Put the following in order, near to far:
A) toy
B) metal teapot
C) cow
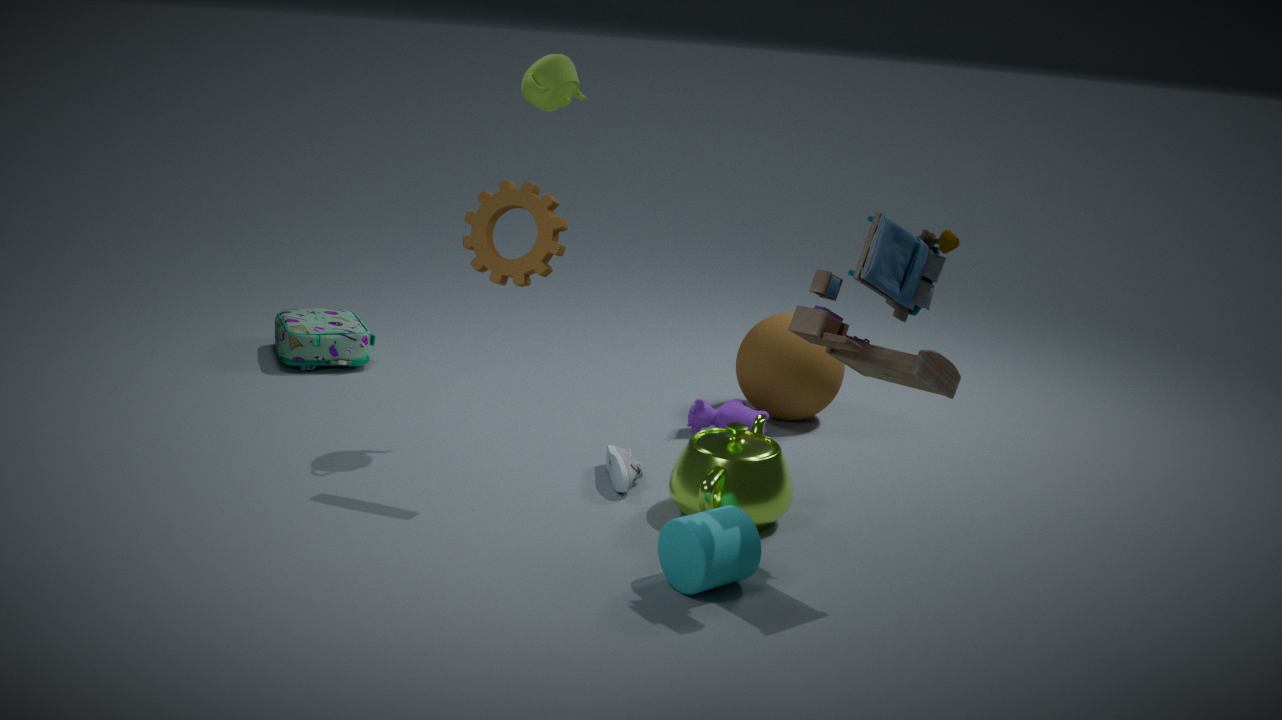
1. toy
2. metal teapot
3. cow
